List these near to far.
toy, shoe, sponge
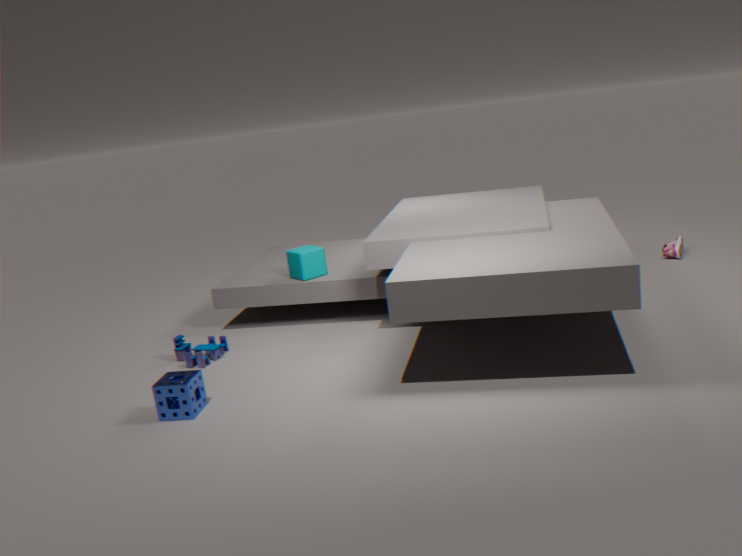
sponge
toy
shoe
